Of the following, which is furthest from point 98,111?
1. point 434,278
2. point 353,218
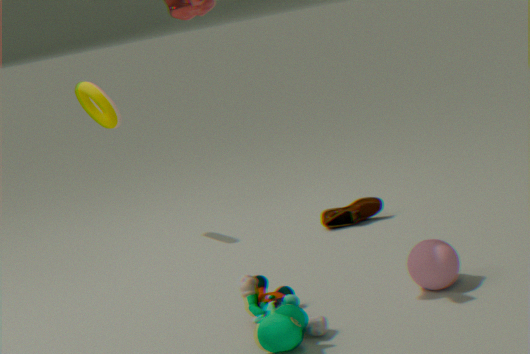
point 434,278
